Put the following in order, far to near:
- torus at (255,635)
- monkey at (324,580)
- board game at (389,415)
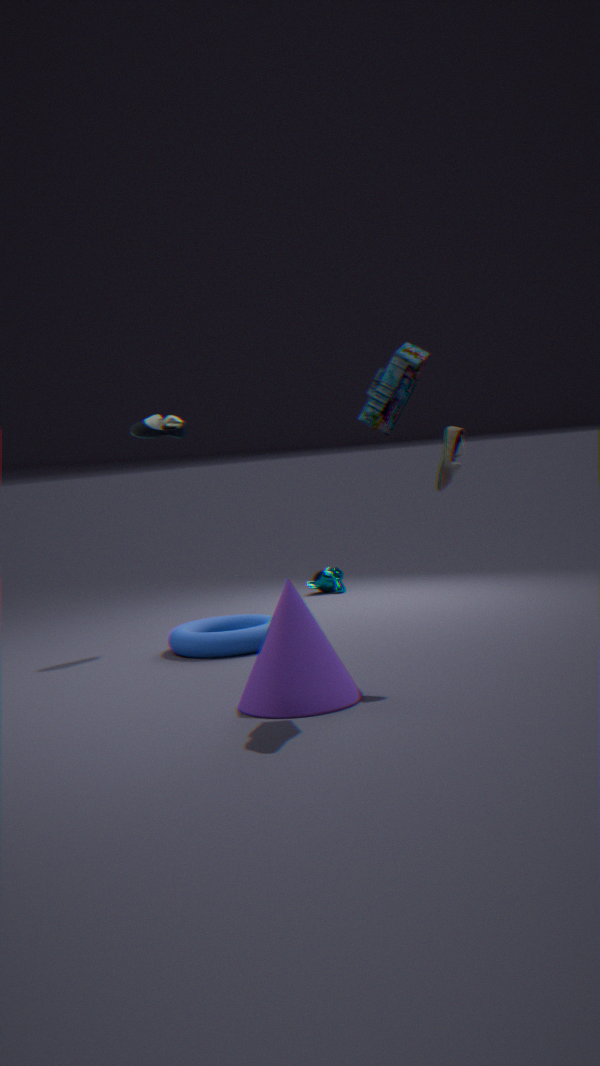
1. monkey at (324,580)
2. torus at (255,635)
3. board game at (389,415)
